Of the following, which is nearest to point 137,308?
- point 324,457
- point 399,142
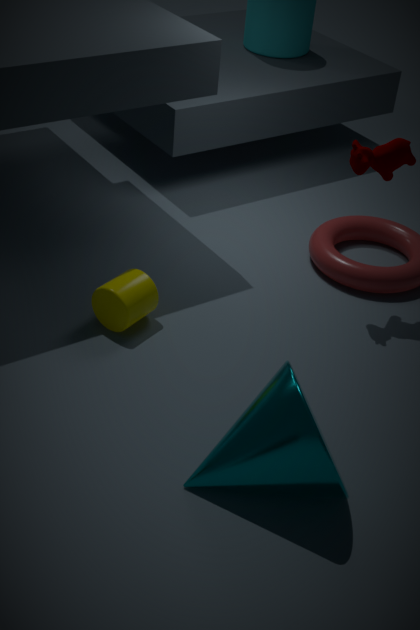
point 324,457
